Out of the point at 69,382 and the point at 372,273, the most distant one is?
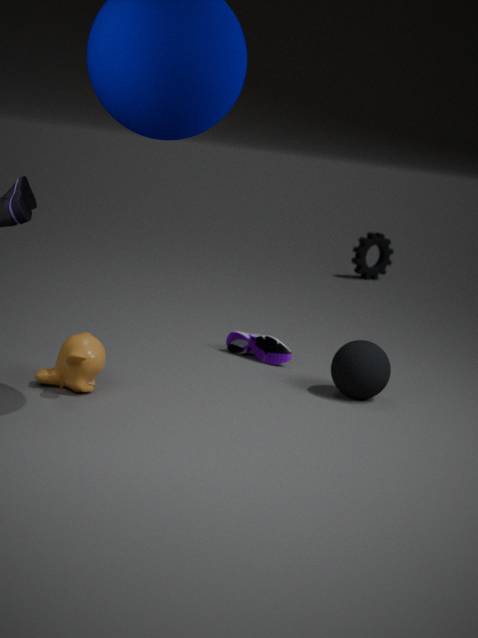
the point at 372,273
